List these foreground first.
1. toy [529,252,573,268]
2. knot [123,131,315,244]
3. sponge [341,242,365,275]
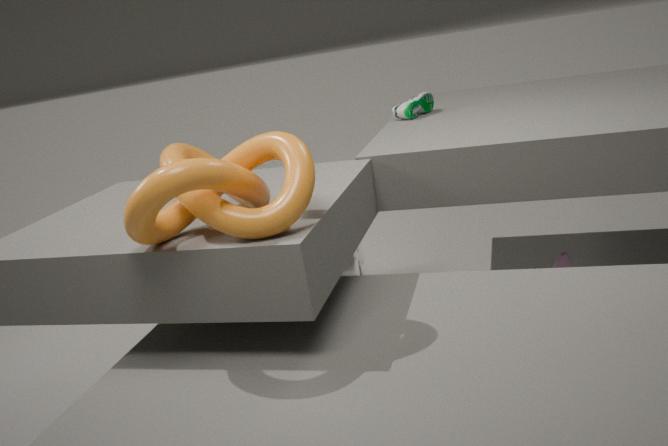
1. knot [123,131,315,244]
2. toy [529,252,573,268]
3. sponge [341,242,365,275]
